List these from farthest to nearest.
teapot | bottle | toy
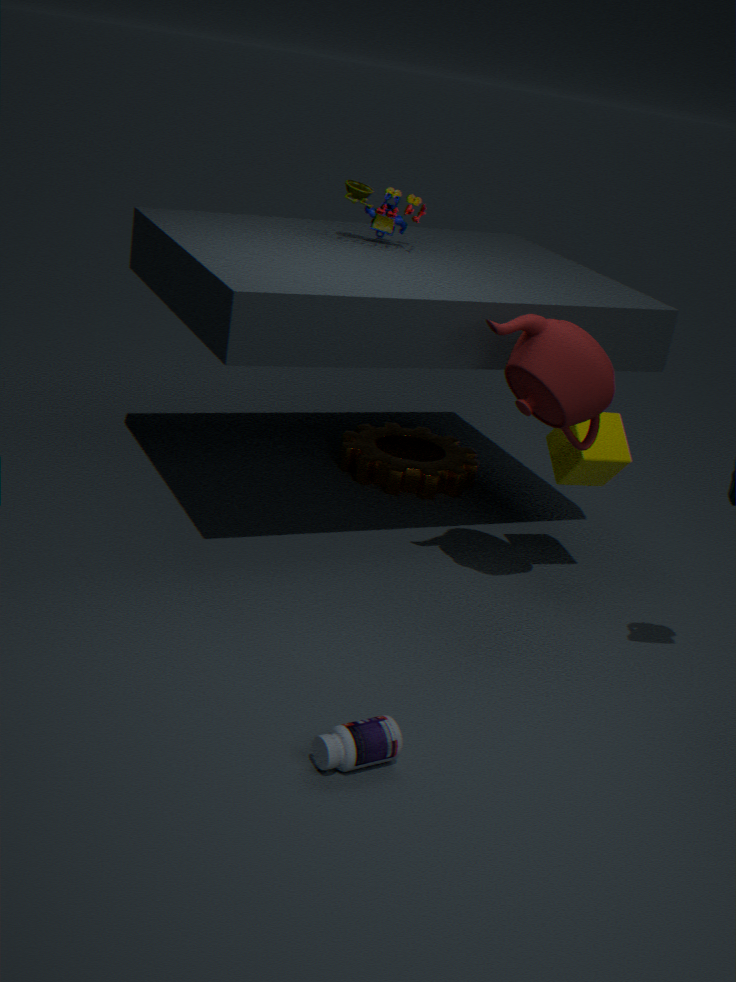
toy, teapot, bottle
